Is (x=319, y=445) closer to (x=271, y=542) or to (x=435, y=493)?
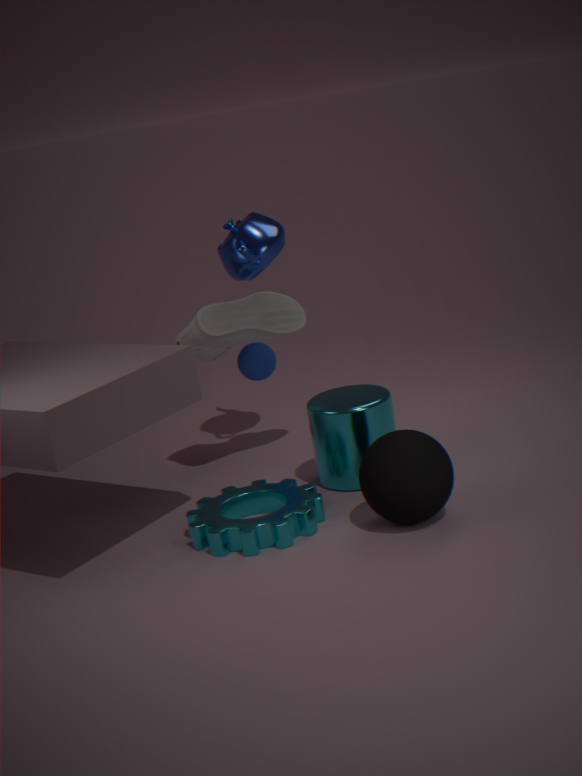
(x=435, y=493)
